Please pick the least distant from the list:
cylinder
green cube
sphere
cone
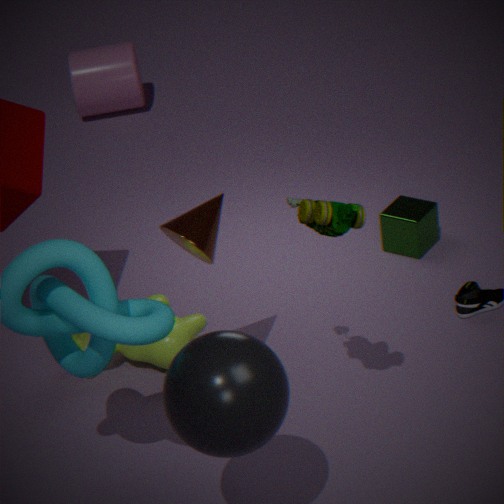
sphere
